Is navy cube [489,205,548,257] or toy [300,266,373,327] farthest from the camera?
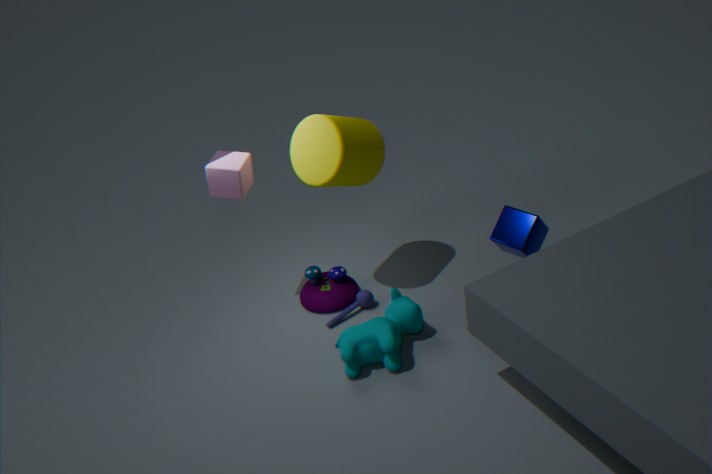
toy [300,266,373,327]
